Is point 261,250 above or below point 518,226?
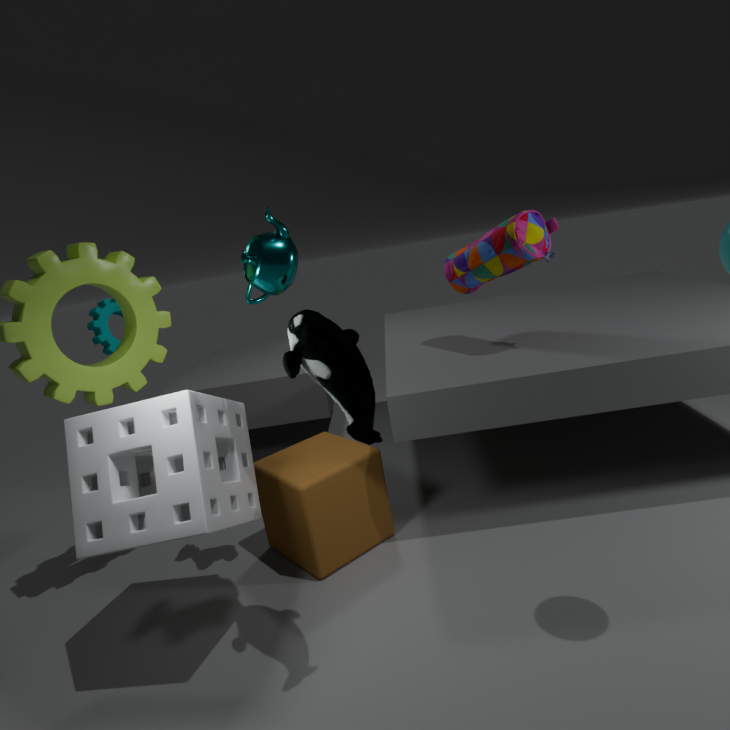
above
